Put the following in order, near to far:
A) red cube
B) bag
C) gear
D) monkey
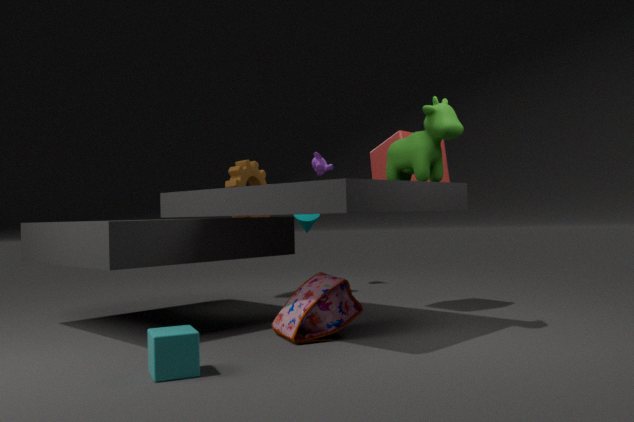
bag → red cube → gear → monkey
